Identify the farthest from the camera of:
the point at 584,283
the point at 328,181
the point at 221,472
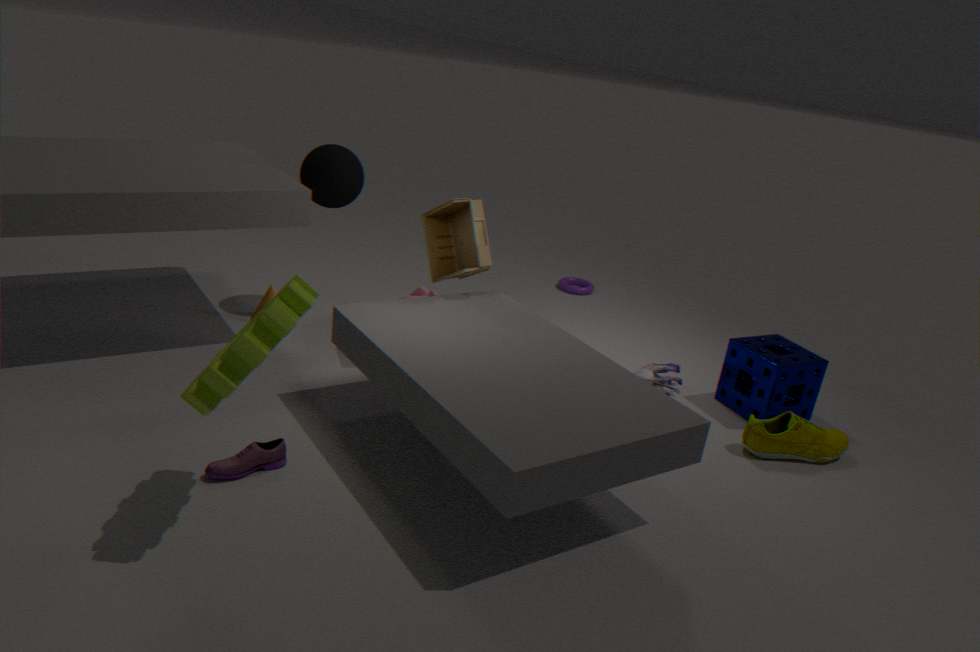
the point at 584,283
